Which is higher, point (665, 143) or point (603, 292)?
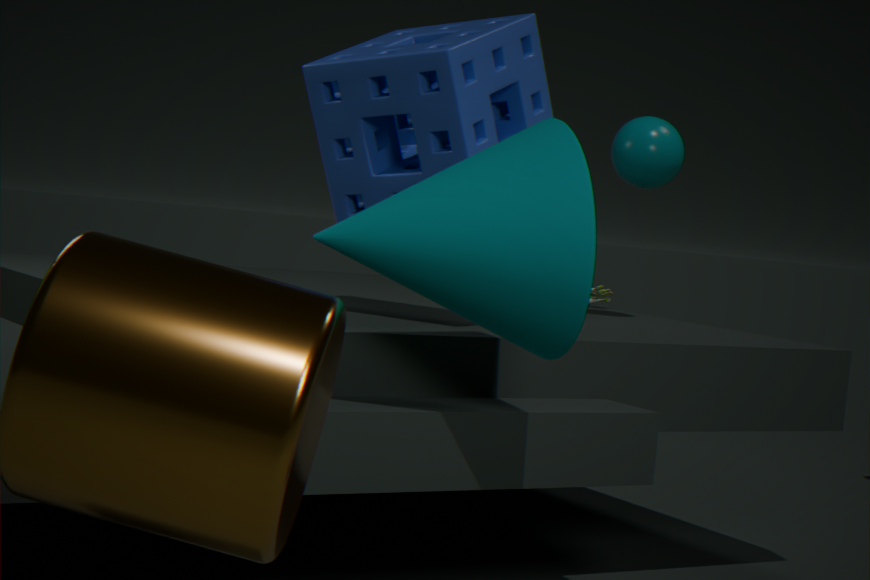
point (665, 143)
